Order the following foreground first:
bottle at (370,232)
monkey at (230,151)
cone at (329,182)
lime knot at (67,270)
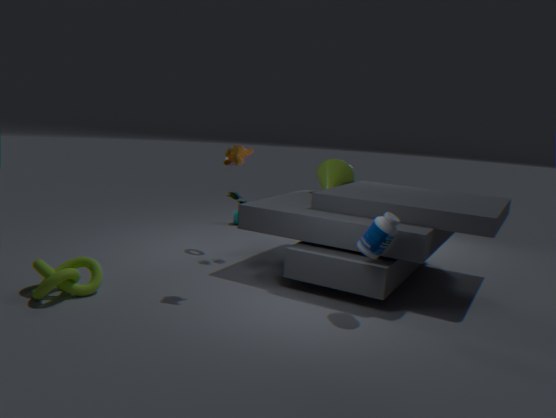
lime knot at (67,270) → bottle at (370,232) → monkey at (230,151) → cone at (329,182)
